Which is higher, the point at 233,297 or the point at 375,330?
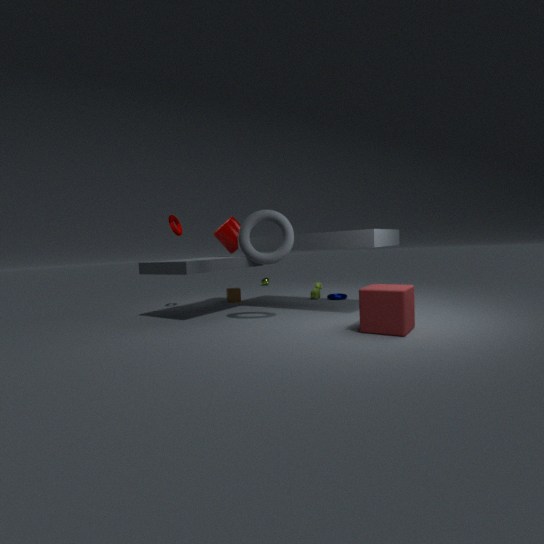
the point at 375,330
